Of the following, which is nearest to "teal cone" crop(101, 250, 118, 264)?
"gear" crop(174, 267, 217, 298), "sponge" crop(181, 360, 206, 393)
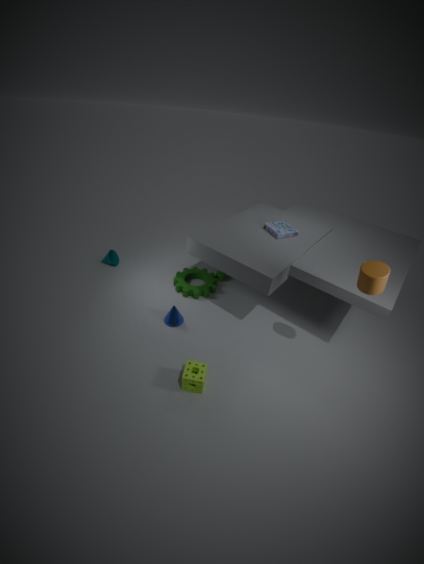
"gear" crop(174, 267, 217, 298)
